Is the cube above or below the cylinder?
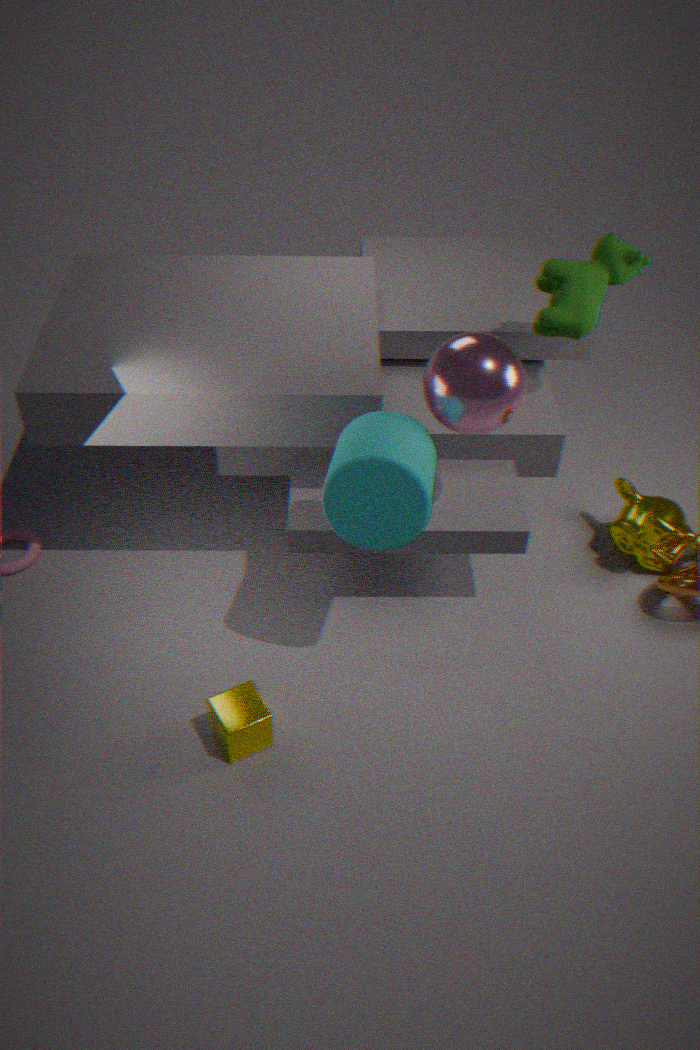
below
